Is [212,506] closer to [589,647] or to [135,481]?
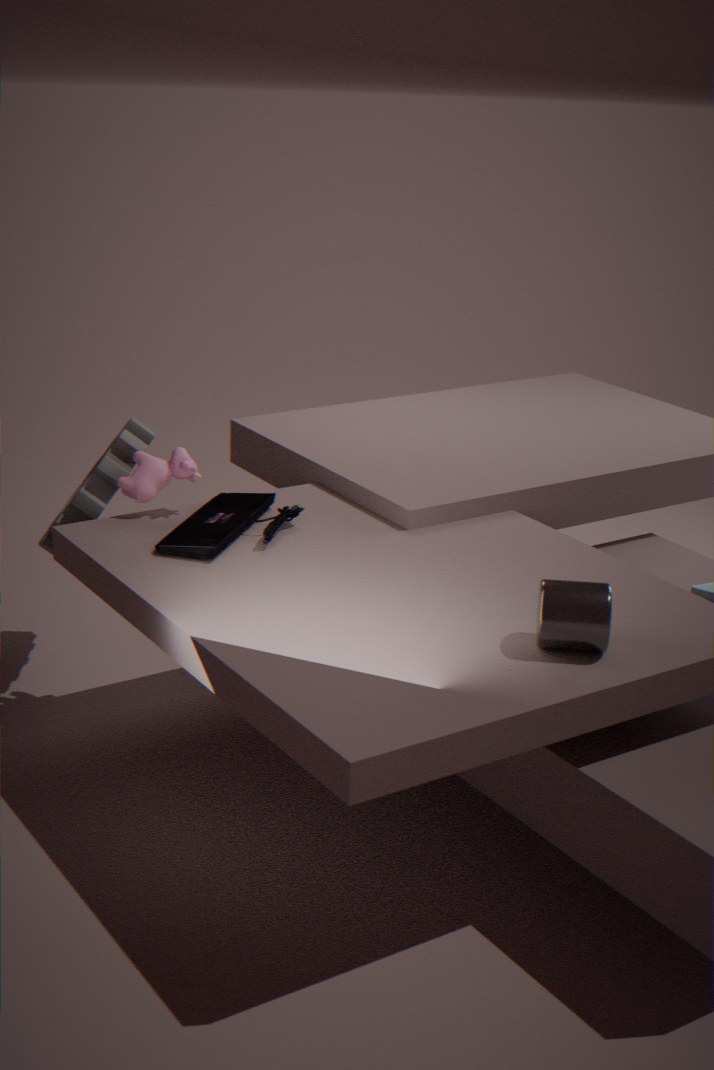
[135,481]
